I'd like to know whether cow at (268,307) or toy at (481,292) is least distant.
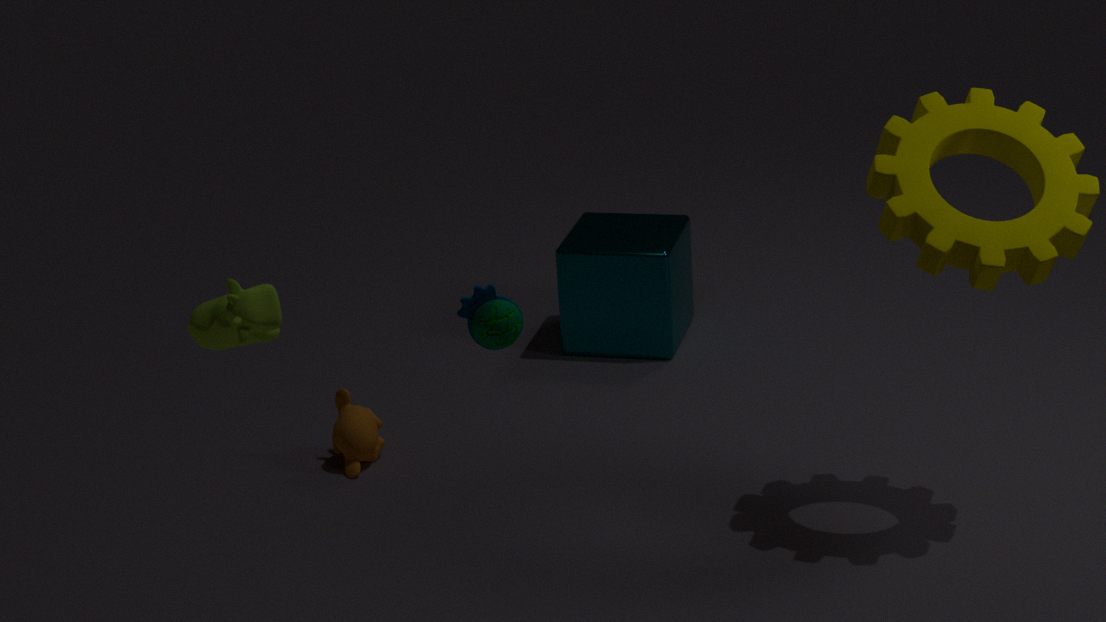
cow at (268,307)
